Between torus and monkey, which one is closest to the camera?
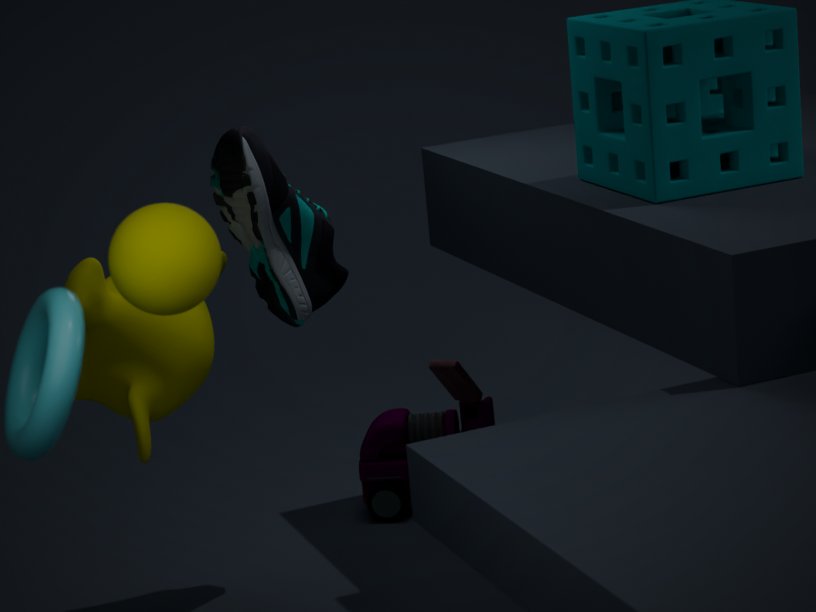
torus
